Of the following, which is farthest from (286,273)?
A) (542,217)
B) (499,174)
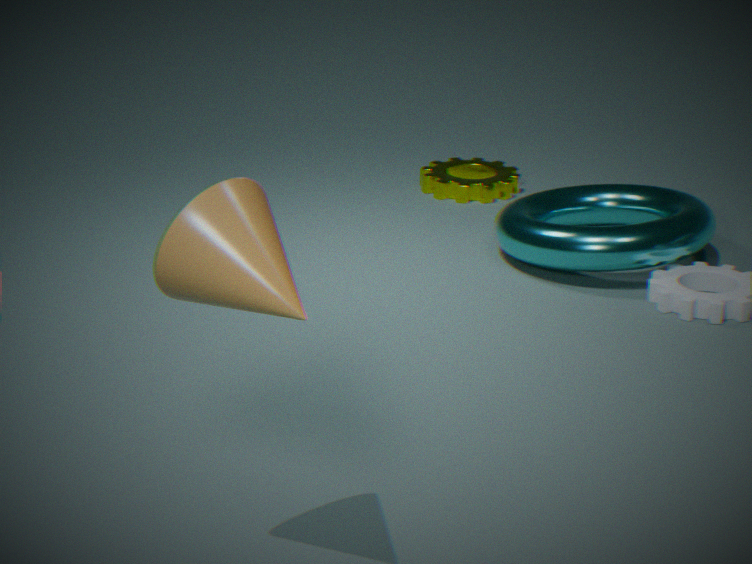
(499,174)
